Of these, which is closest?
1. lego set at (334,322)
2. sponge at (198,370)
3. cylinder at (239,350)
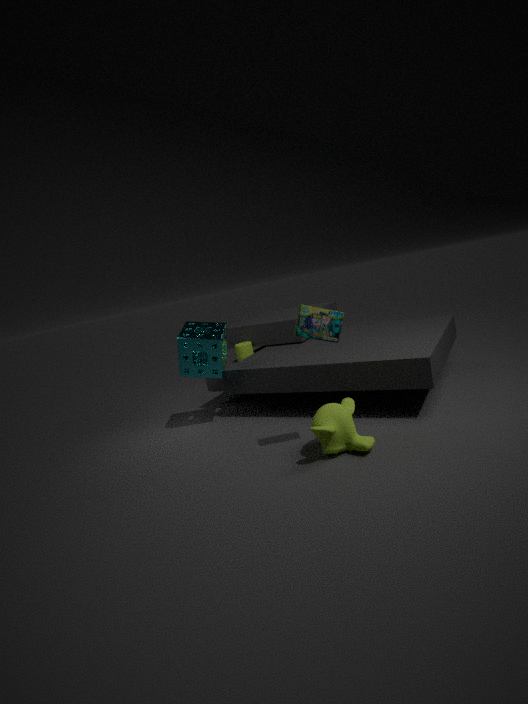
lego set at (334,322)
